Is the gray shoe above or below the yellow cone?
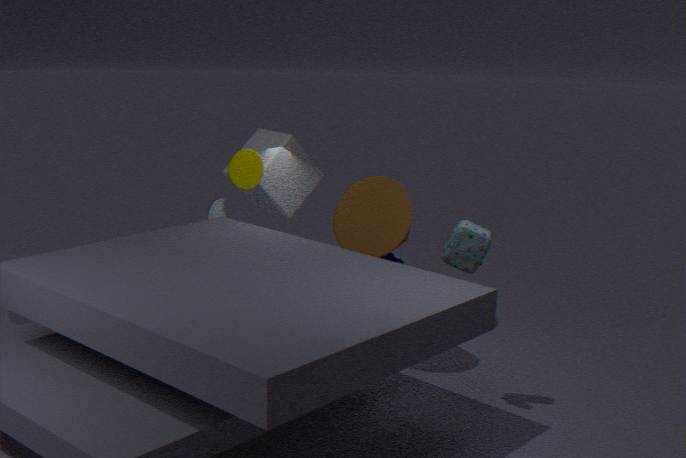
below
